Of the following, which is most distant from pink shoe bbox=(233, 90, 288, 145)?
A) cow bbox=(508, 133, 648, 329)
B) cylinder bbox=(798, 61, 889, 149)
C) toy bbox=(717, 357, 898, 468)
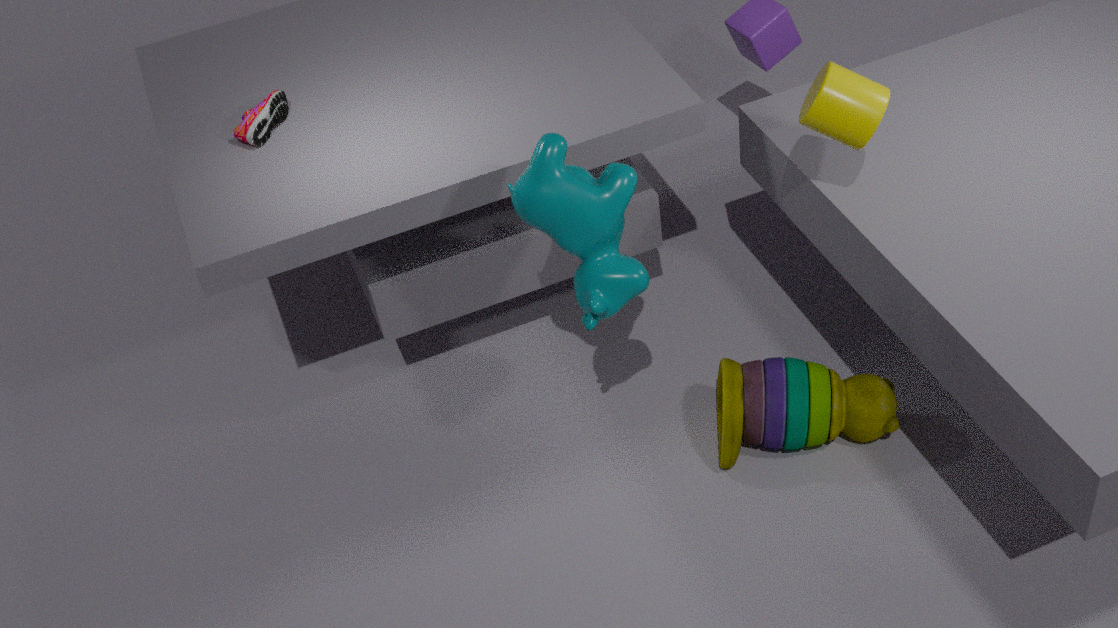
cylinder bbox=(798, 61, 889, 149)
